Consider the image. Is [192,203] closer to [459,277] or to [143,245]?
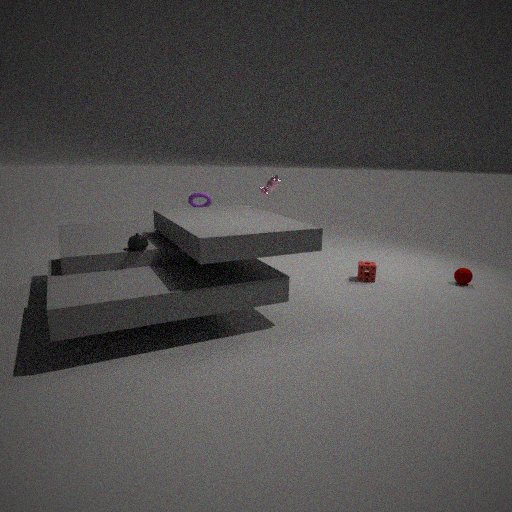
[143,245]
